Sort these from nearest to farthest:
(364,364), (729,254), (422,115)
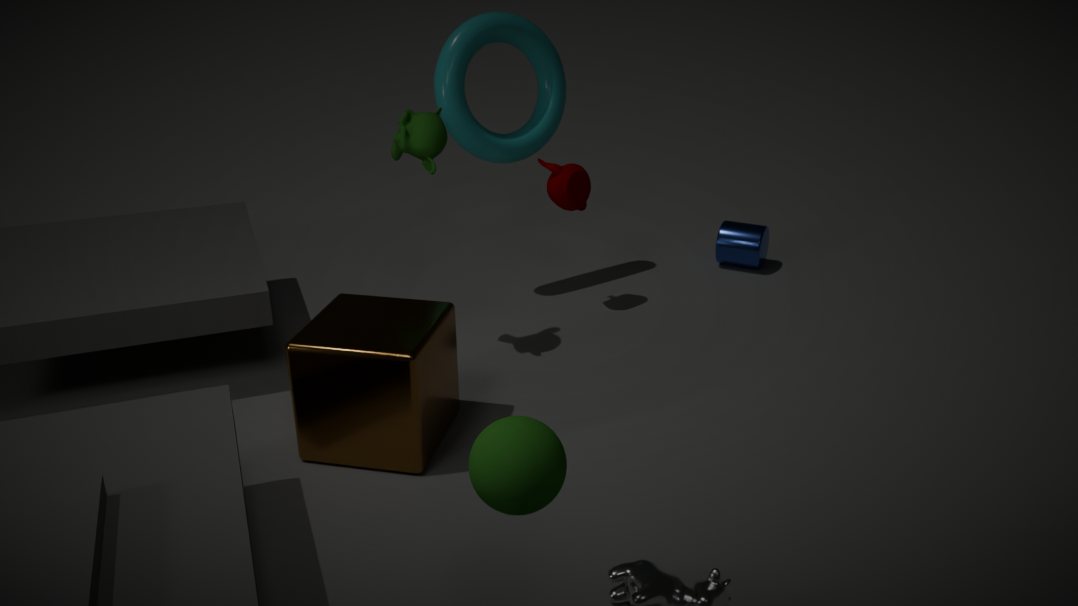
(364,364)
(422,115)
(729,254)
